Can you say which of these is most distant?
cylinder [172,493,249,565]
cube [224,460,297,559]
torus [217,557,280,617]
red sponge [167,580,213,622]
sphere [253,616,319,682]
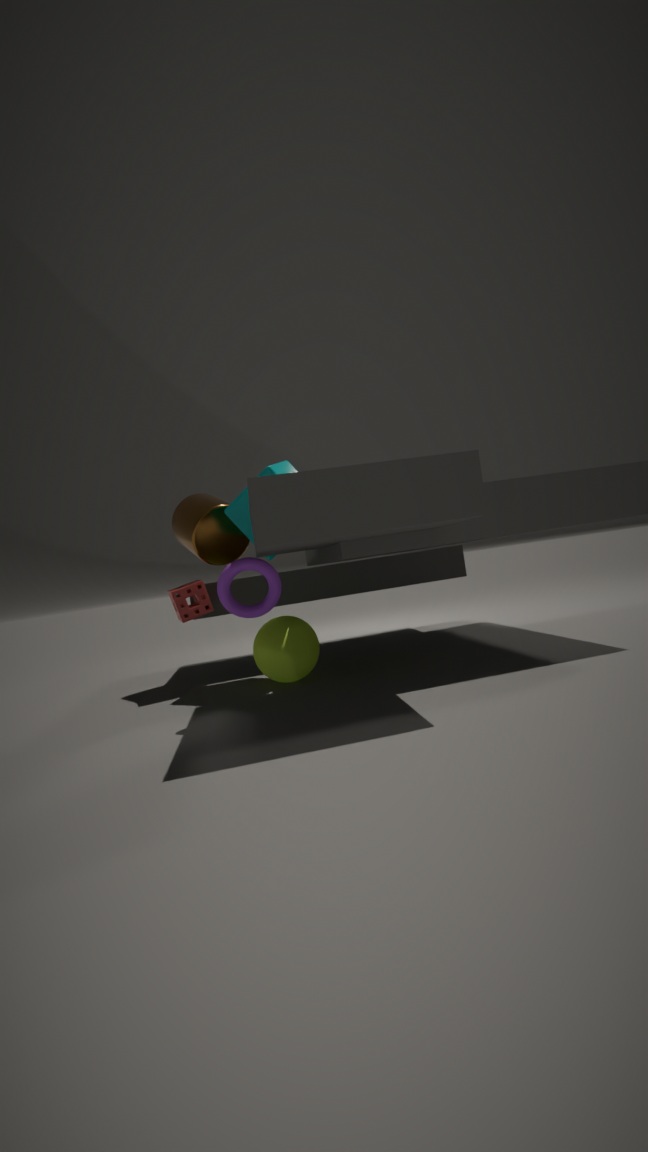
cylinder [172,493,249,565]
